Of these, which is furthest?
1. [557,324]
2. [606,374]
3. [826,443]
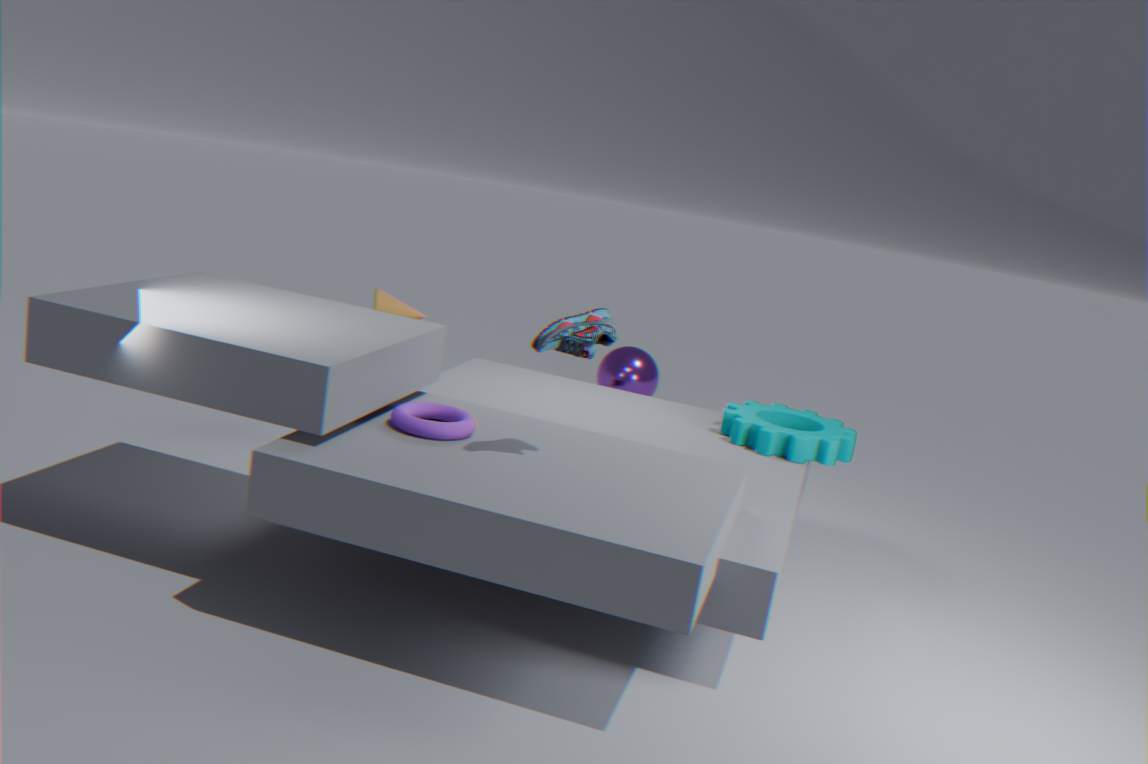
[606,374]
